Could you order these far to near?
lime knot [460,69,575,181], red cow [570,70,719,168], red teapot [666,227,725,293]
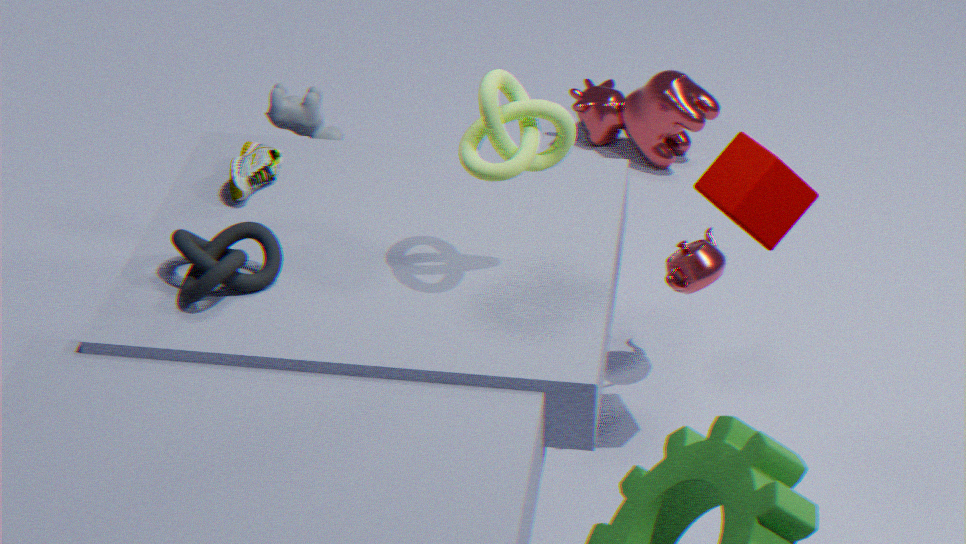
red cow [570,70,719,168], red teapot [666,227,725,293], lime knot [460,69,575,181]
